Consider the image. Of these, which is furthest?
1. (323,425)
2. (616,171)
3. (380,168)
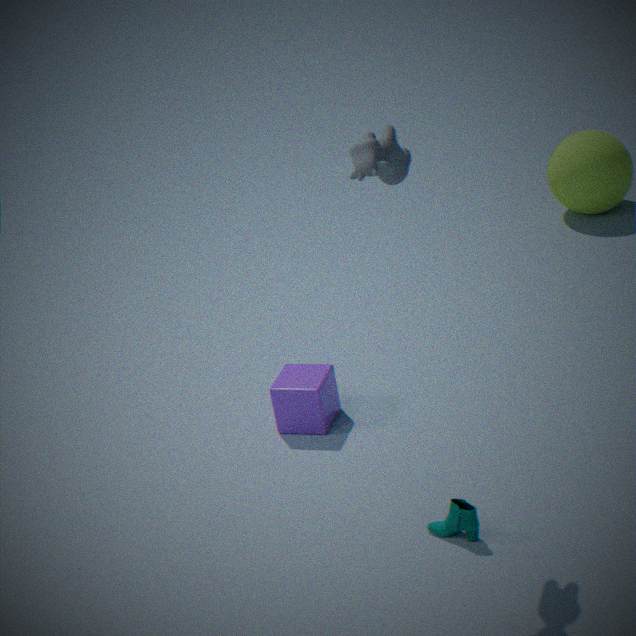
(616,171)
